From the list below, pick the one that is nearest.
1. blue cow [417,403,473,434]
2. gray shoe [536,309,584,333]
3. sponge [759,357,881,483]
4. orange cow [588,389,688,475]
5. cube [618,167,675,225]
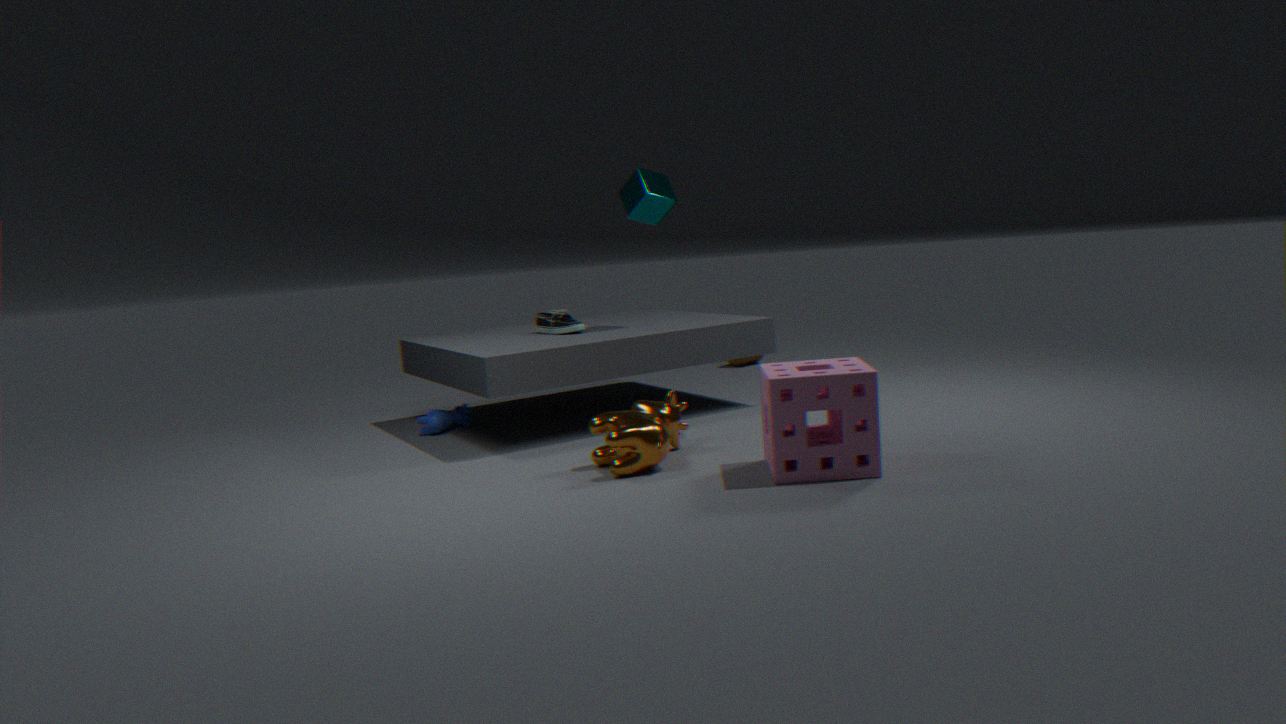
sponge [759,357,881,483]
